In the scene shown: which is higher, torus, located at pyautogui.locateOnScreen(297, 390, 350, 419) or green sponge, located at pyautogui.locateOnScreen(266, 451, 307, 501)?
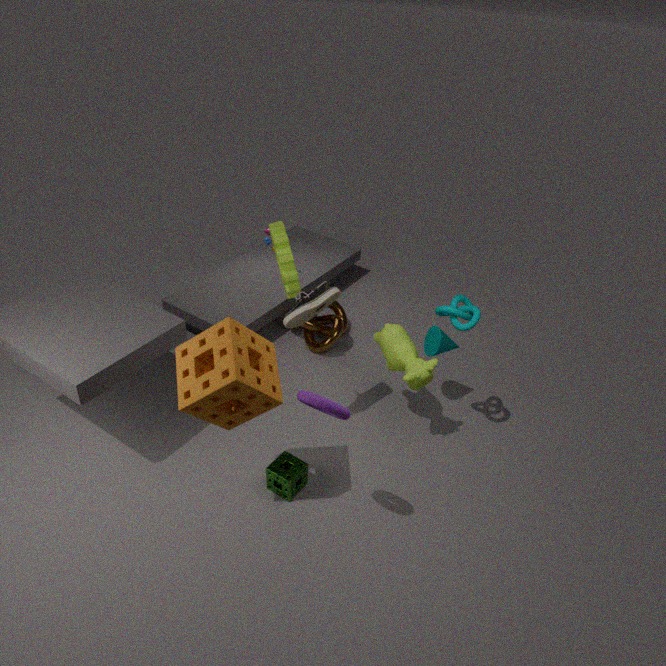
torus, located at pyautogui.locateOnScreen(297, 390, 350, 419)
